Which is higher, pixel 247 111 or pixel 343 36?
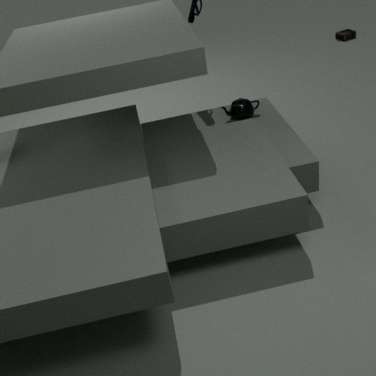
pixel 247 111
